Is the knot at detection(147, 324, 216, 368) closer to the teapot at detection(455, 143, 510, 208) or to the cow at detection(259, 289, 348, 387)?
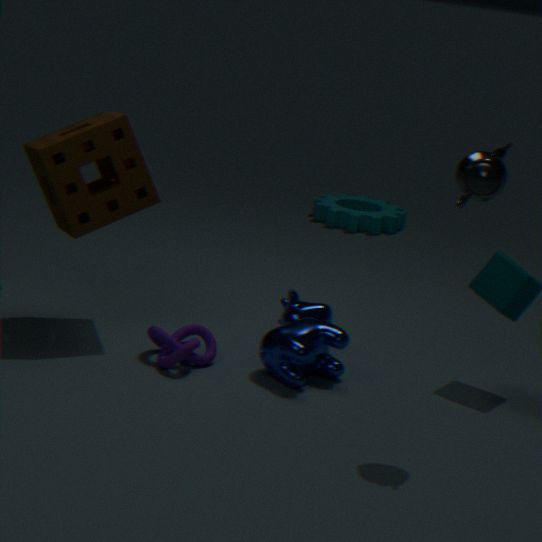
the cow at detection(259, 289, 348, 387)
